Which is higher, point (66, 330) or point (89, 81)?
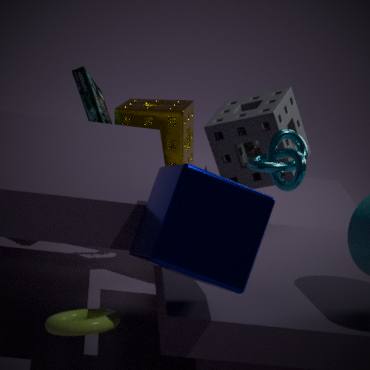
point (89, 81)
